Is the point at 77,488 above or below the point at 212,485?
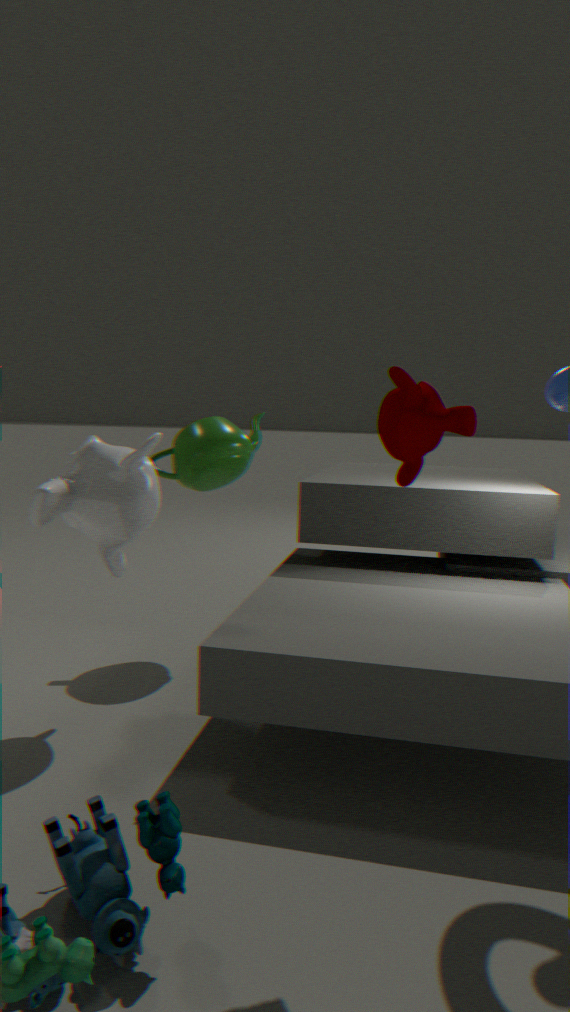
below
